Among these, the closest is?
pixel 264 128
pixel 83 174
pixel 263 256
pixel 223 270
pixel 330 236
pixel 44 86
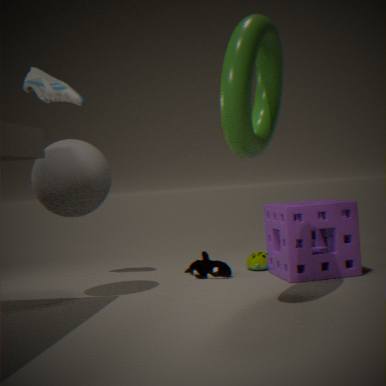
pixel 264 128
